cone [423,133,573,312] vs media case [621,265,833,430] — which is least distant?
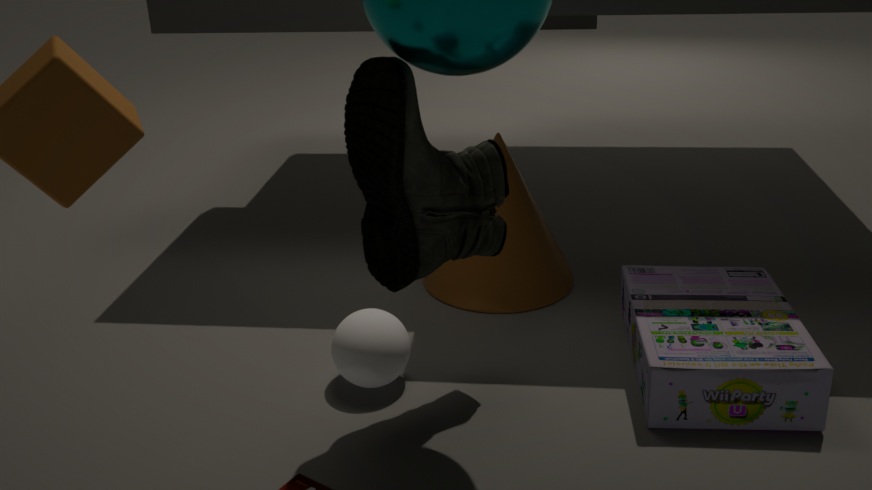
media case [621,265,833,430]
